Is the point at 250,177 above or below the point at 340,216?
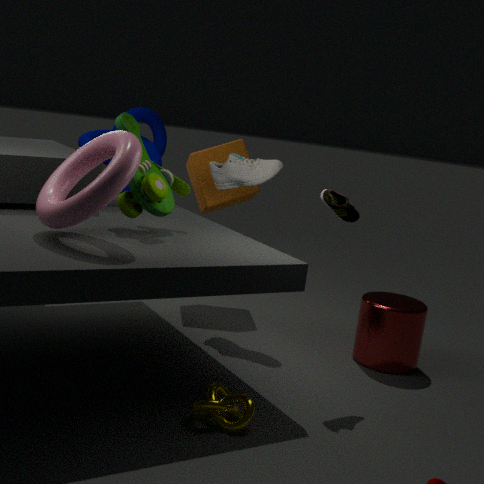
above
